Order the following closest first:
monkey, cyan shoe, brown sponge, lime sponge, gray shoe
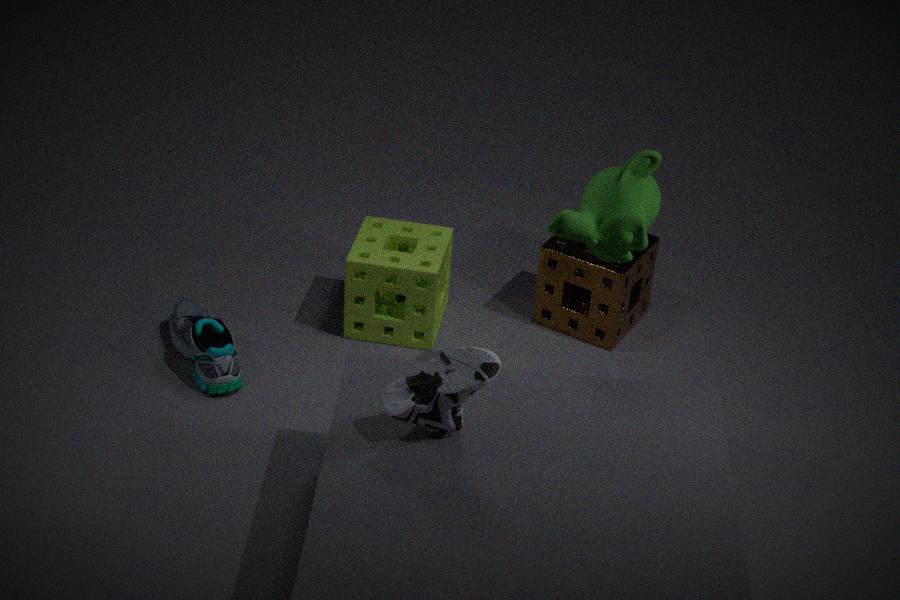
1. gray shoe
2. monkey
3. cyan shoe
4. lime sponge
5. brown sponge
